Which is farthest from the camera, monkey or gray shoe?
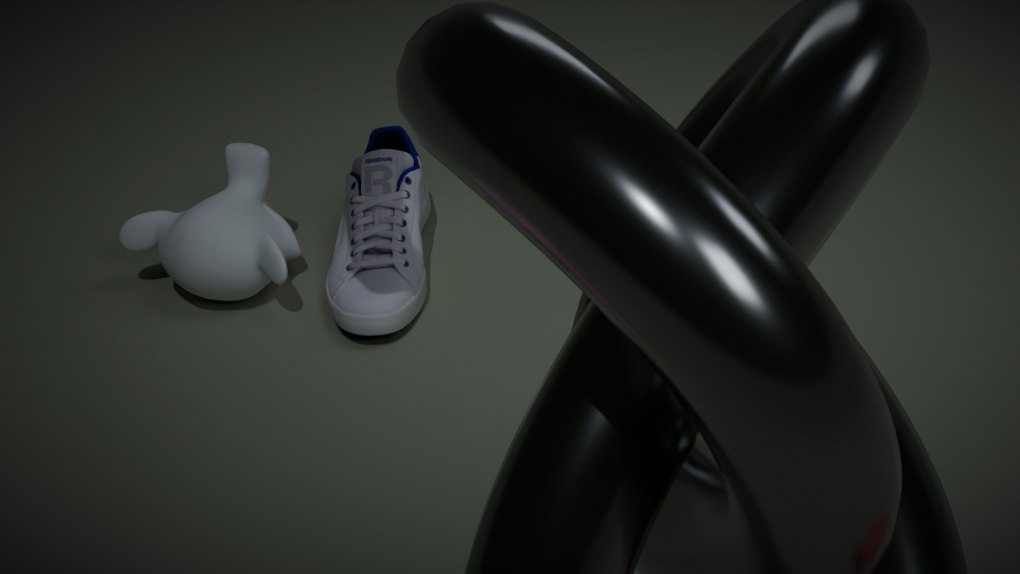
monkey
